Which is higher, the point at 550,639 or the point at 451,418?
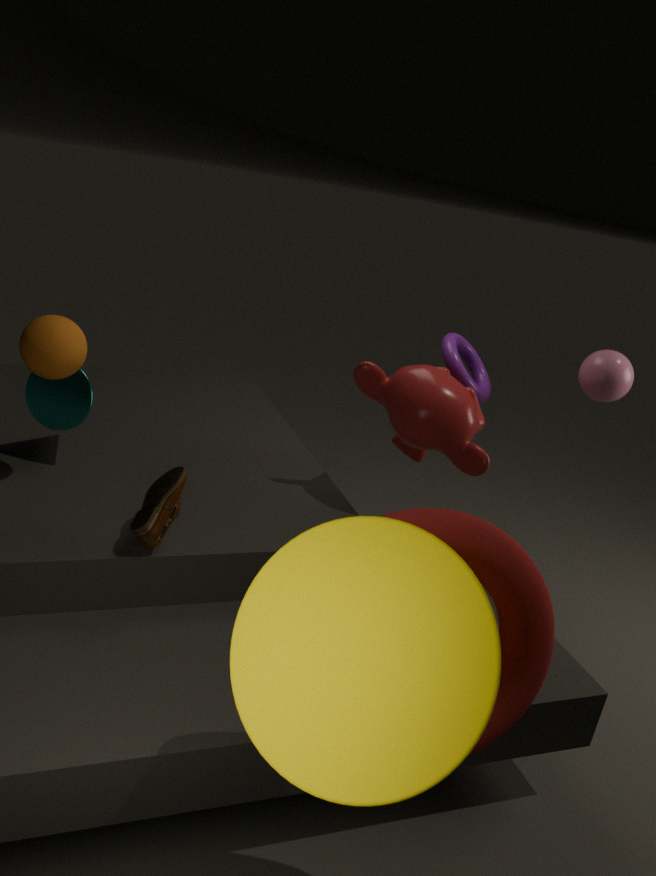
the point at 451,418
